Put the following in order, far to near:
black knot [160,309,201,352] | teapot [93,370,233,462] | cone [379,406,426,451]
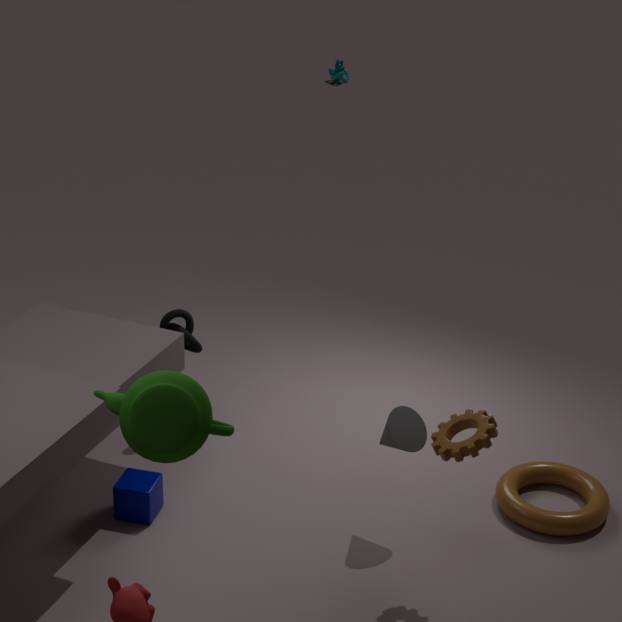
1. black knot [160,309,201,352]
2. cone [379,406,426,451]
3. teapot [93,370,233,462]
